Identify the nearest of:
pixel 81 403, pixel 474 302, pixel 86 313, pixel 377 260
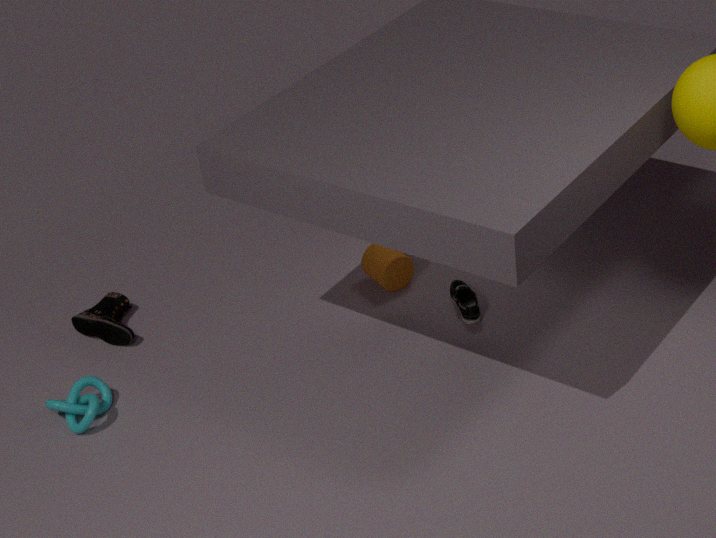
pixel 81 403
